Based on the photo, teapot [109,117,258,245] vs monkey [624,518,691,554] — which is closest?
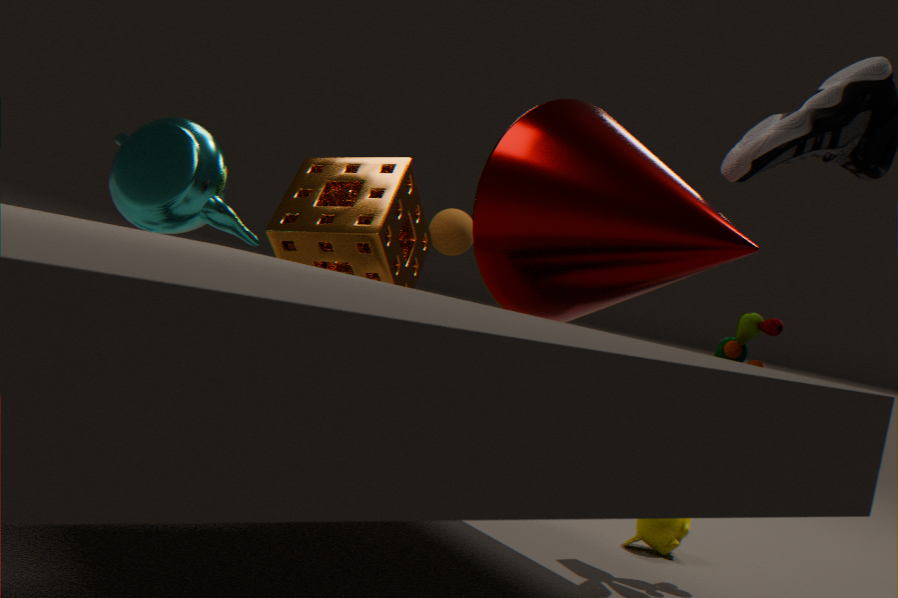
teapot [109,117,258,245]
